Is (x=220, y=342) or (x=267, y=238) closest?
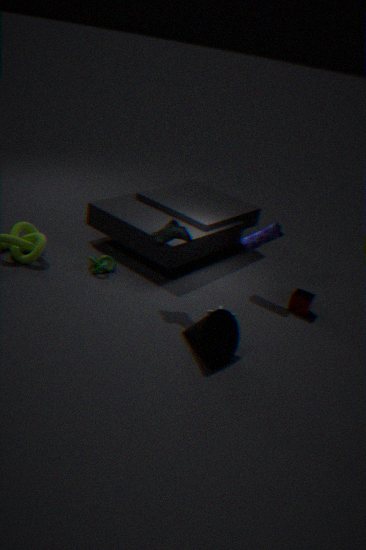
(x=220, y=342)
